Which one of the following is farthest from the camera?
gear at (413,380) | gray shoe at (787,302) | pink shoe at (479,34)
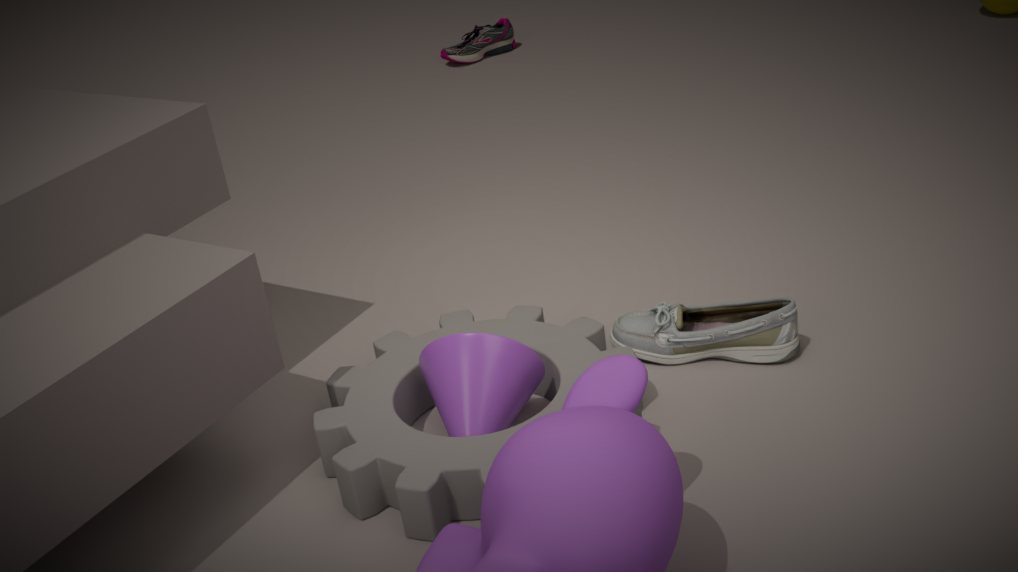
pink shoe at (479,34)
